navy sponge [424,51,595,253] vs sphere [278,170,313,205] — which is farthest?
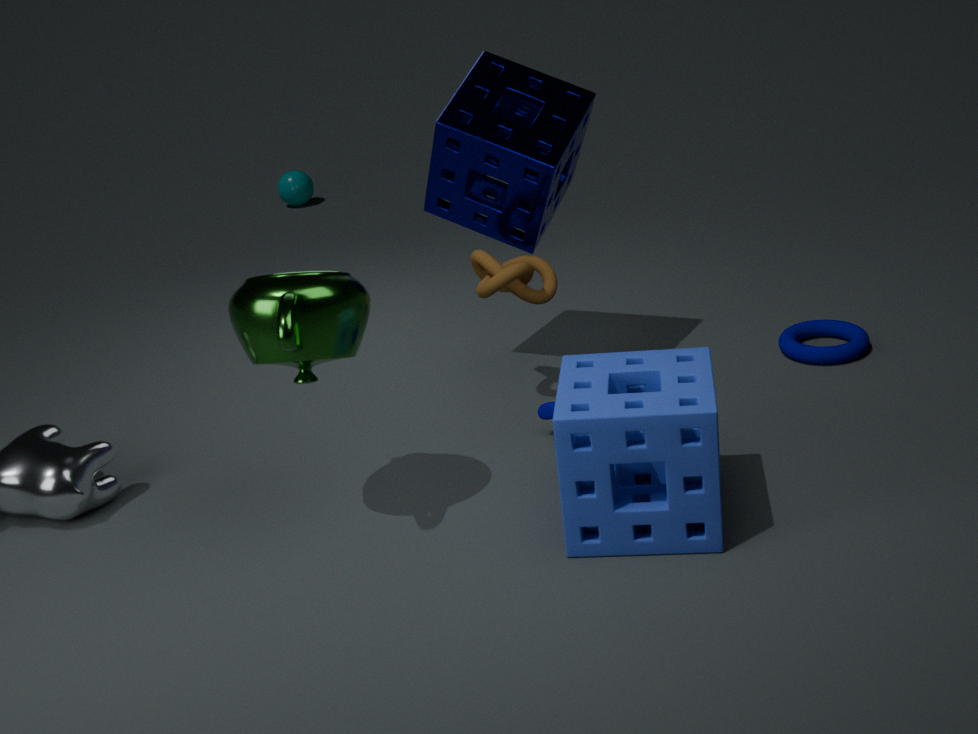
sphere [278,170,313,205]
